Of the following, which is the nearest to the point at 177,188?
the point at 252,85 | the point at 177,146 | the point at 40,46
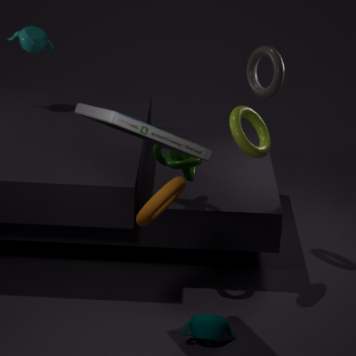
the point at 177,146
